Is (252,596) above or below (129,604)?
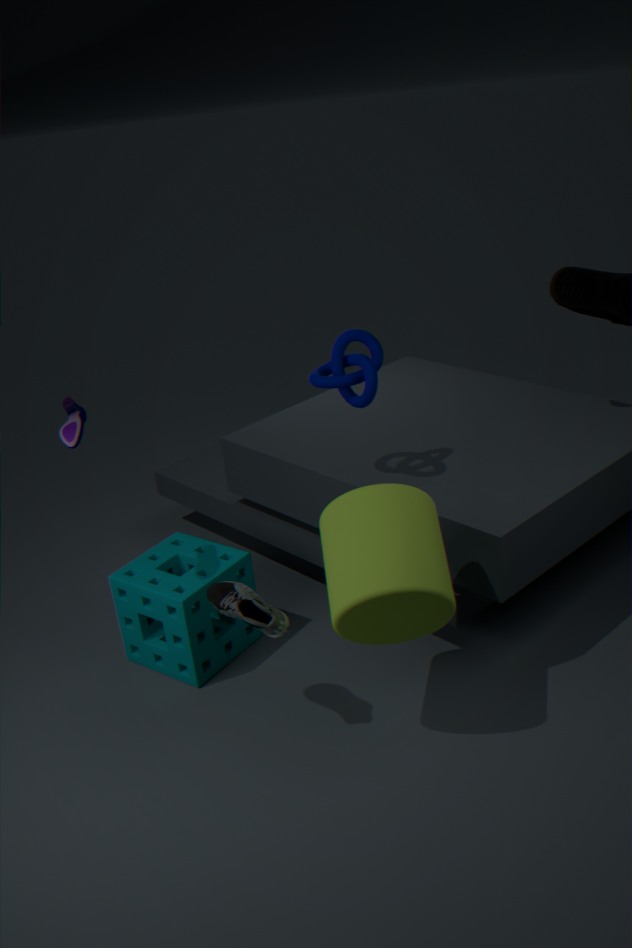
above
